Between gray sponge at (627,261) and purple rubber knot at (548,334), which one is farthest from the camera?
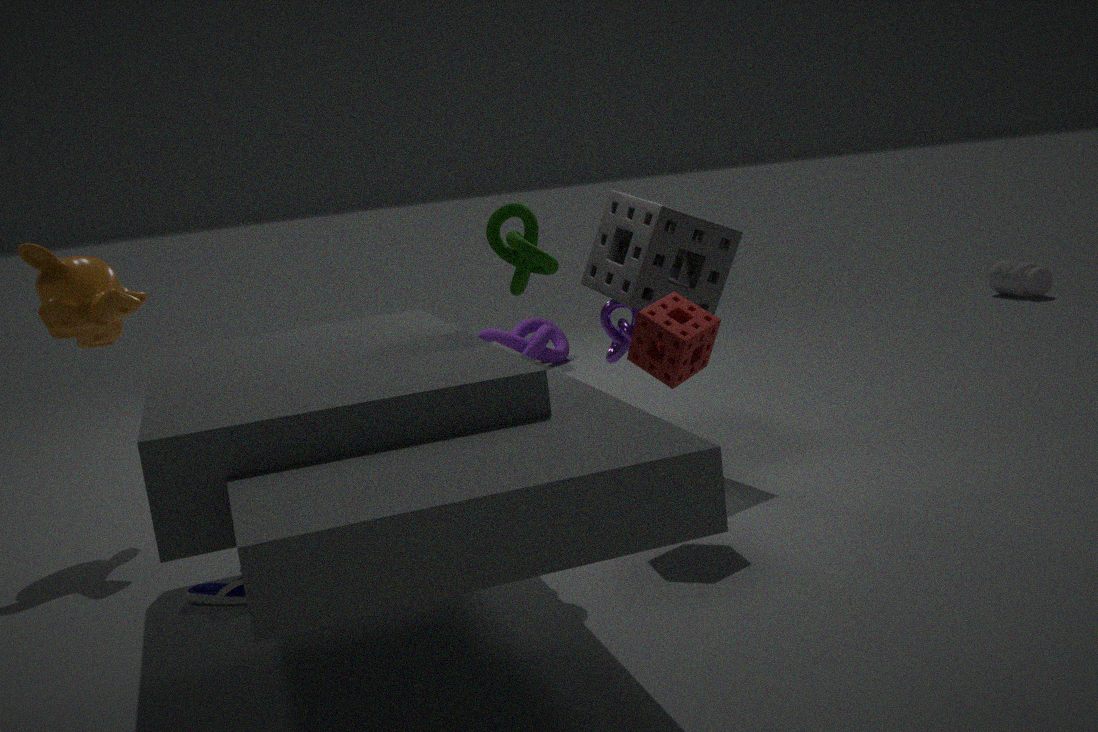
purple rubber knot at (548,334)
